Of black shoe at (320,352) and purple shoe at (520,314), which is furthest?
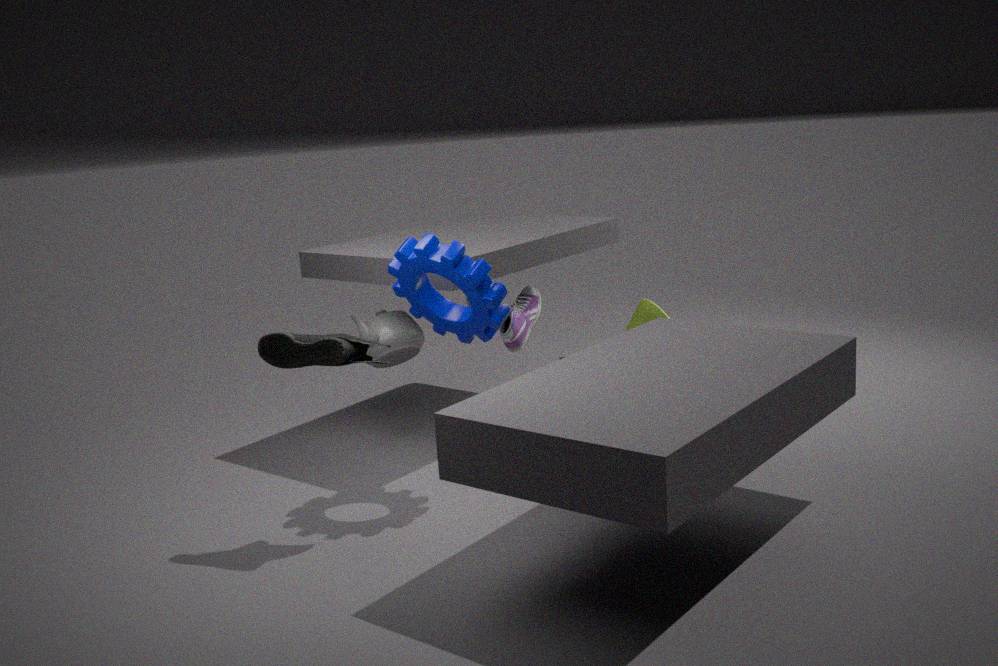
purple shoe at (520,314)
